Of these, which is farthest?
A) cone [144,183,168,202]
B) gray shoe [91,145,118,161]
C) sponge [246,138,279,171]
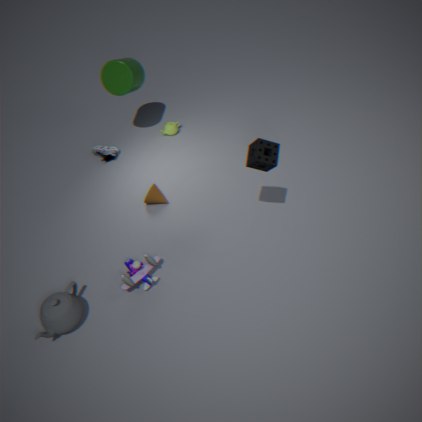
gray shoe [91,145,118,161]
